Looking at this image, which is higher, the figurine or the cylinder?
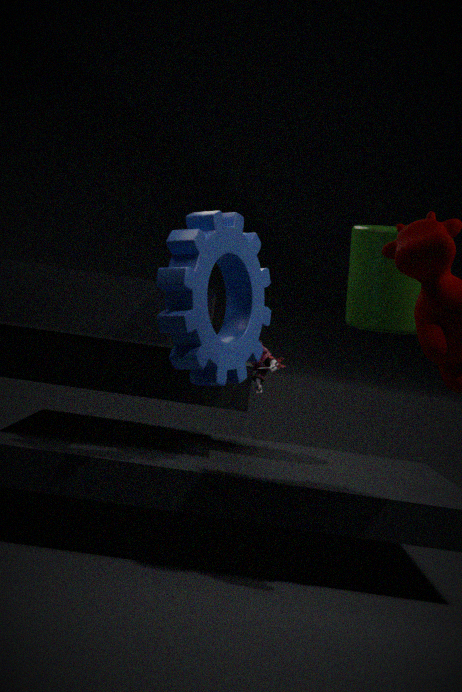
the cylinder
